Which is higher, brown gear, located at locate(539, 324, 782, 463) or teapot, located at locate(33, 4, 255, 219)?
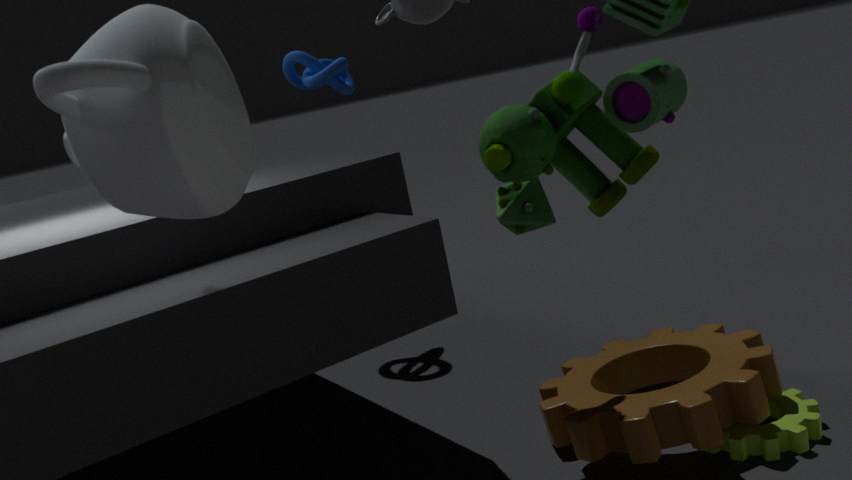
teapot, located at locate(33, 4, 255, 219)
